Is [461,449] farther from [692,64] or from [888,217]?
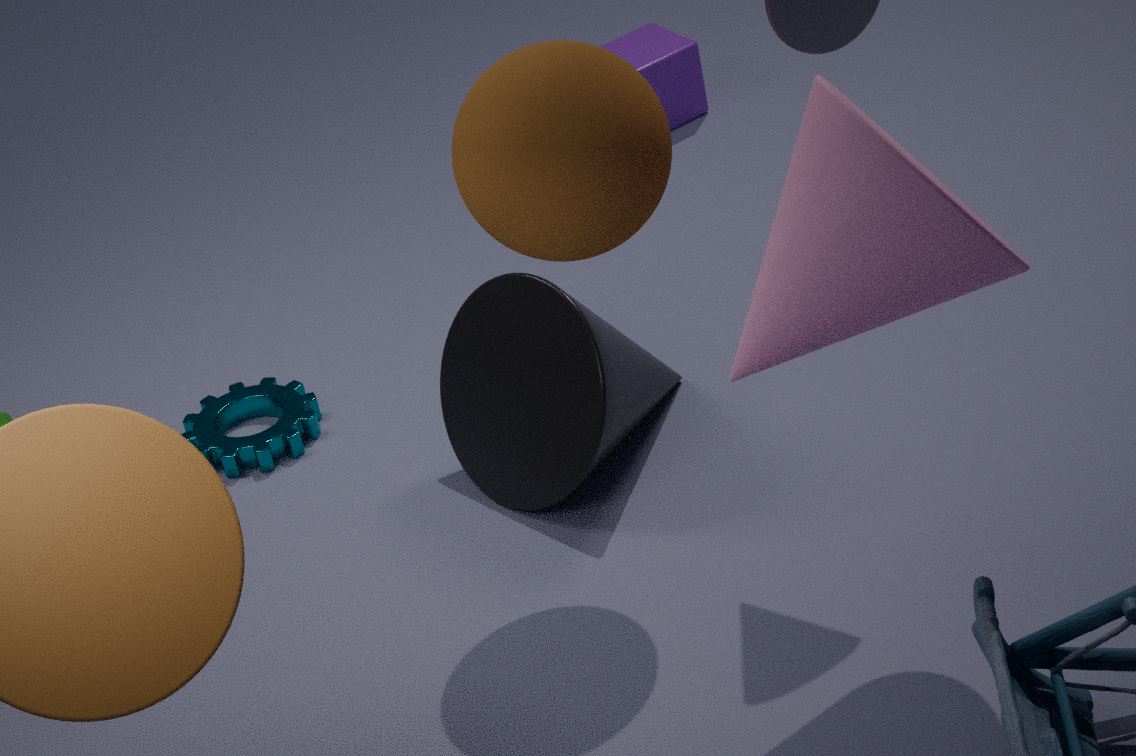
[692,64]
